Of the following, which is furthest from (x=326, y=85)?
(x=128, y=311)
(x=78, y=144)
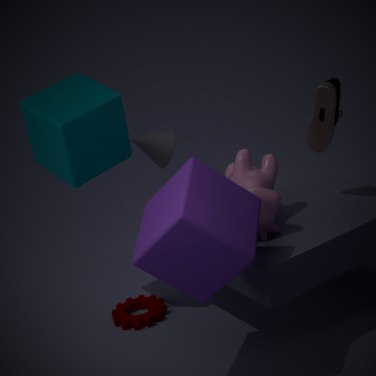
(x=128, y=311)
